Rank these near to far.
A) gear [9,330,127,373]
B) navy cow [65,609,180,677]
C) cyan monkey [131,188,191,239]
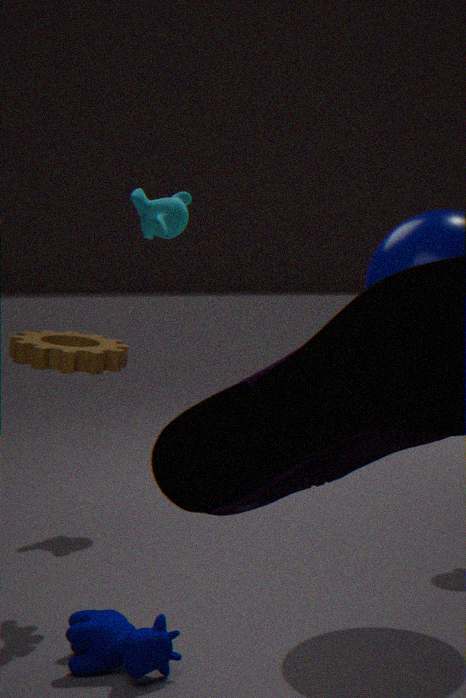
1. navy cow [65,609,180,677]
2. gear [9,330,127,373]
3. cyan monkey [131,188,191,239]
